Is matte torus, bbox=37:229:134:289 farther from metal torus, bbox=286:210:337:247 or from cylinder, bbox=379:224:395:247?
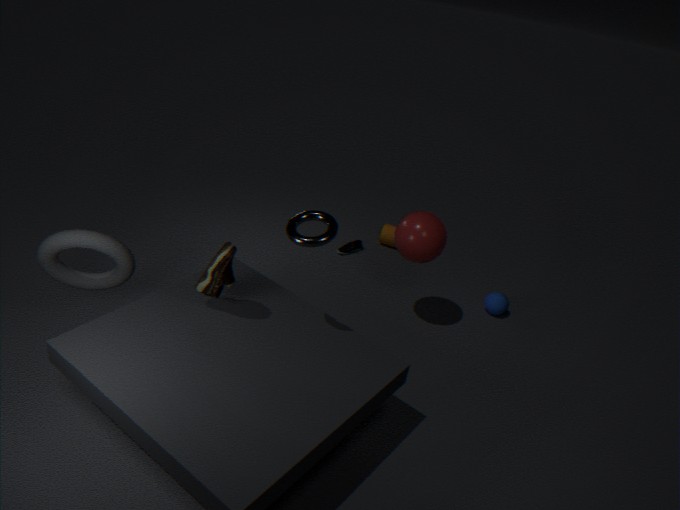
cylinder, bbox=379:224:395:247
